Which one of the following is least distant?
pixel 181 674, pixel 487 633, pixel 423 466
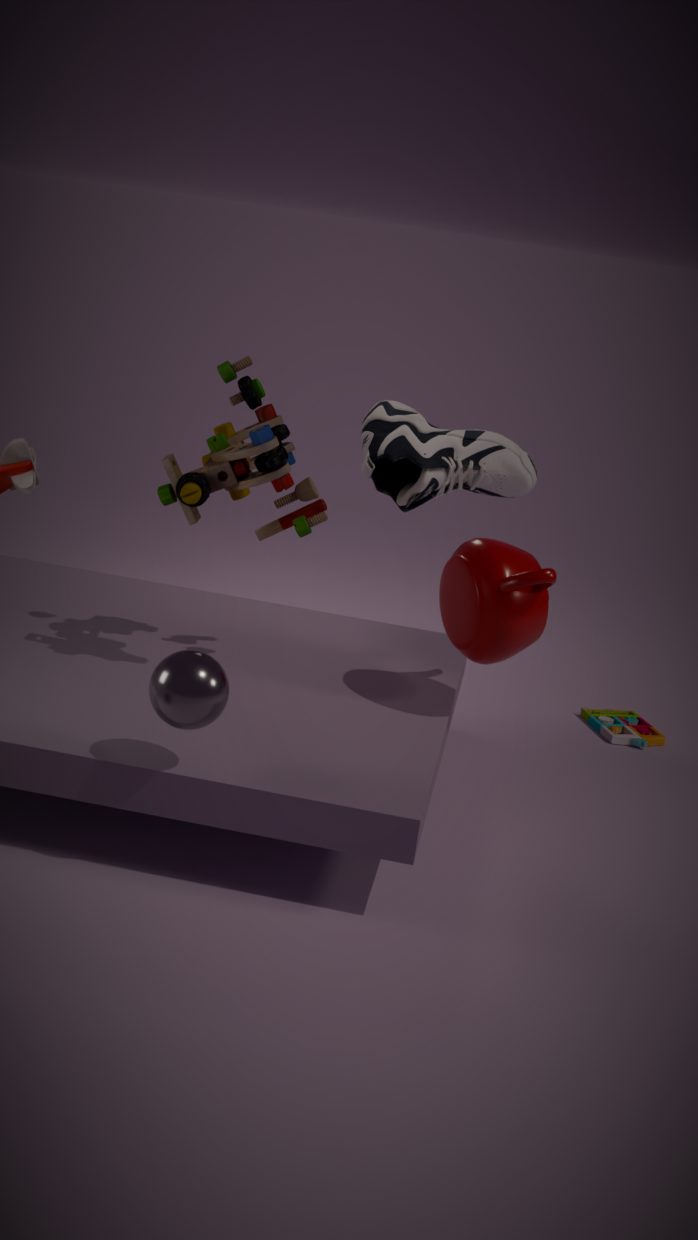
pixel 181 674
